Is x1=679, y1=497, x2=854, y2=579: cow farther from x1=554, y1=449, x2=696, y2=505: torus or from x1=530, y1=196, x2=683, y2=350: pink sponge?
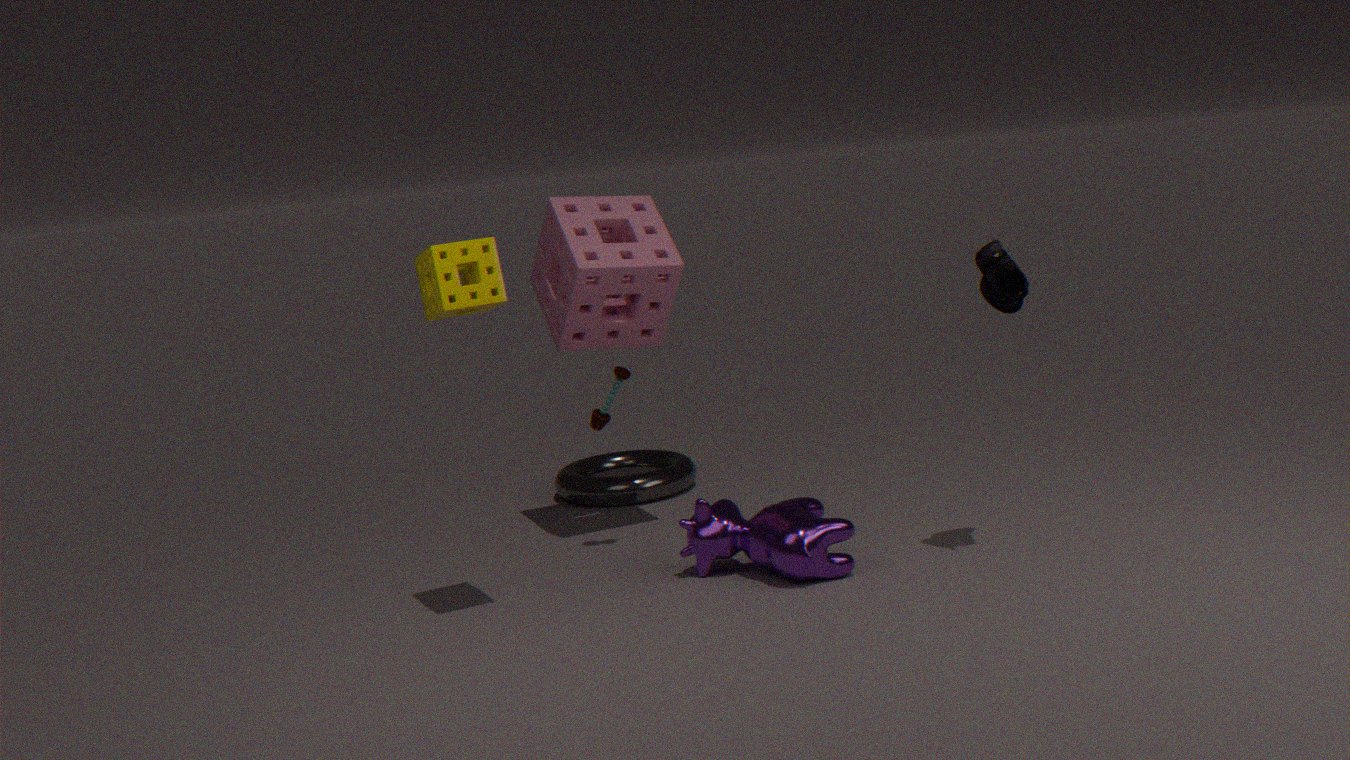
x1=554, y1=449, x2=696, y2=505: torus
